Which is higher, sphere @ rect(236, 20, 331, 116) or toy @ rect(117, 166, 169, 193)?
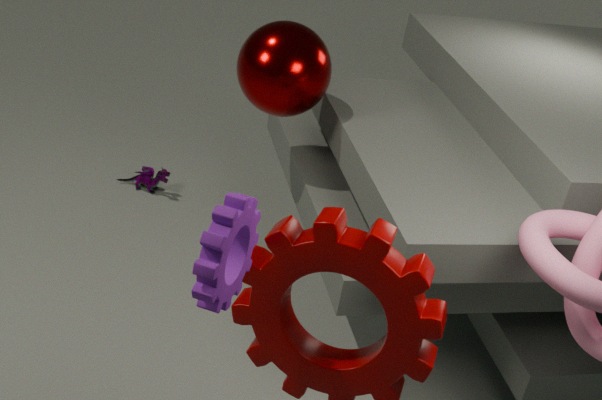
sphere @ rect(236, 20, 331, 116)
